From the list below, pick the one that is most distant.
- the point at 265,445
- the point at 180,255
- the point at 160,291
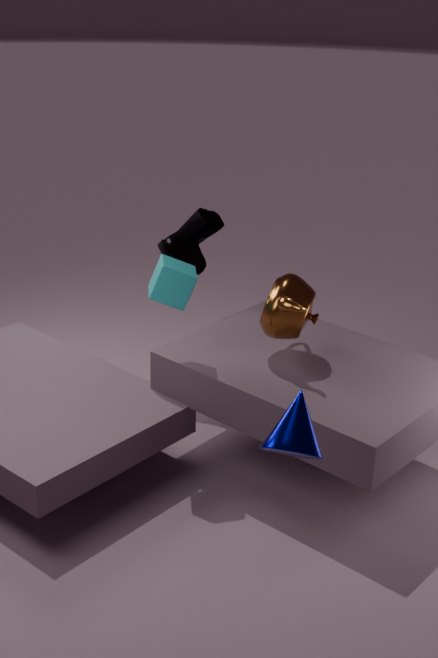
the point at 180,255
